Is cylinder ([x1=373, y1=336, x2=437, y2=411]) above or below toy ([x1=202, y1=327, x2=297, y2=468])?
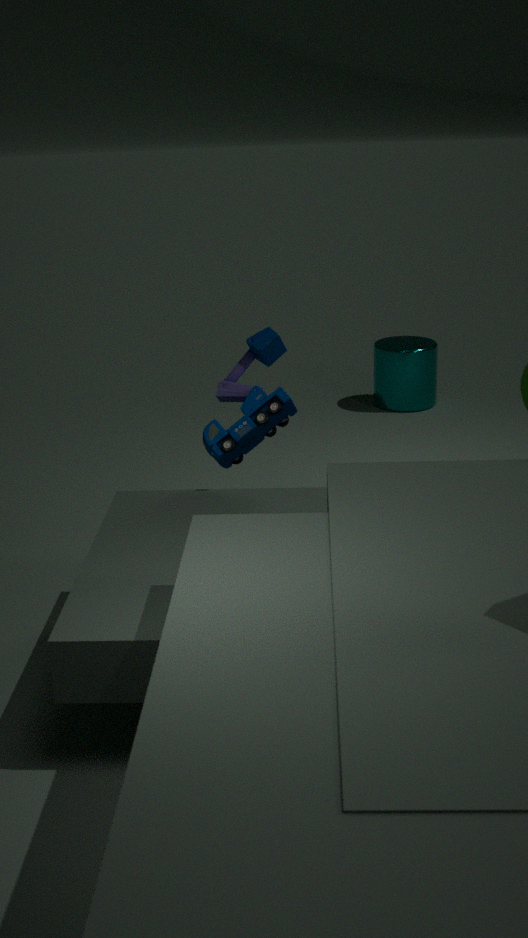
below
